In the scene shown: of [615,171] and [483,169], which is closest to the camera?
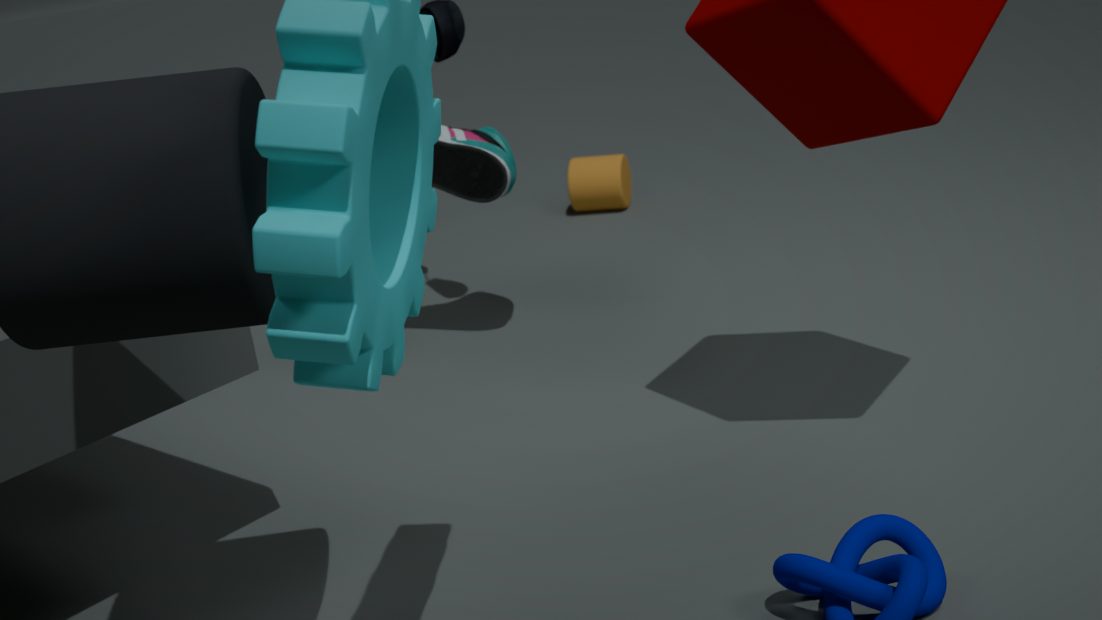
[483,169]
